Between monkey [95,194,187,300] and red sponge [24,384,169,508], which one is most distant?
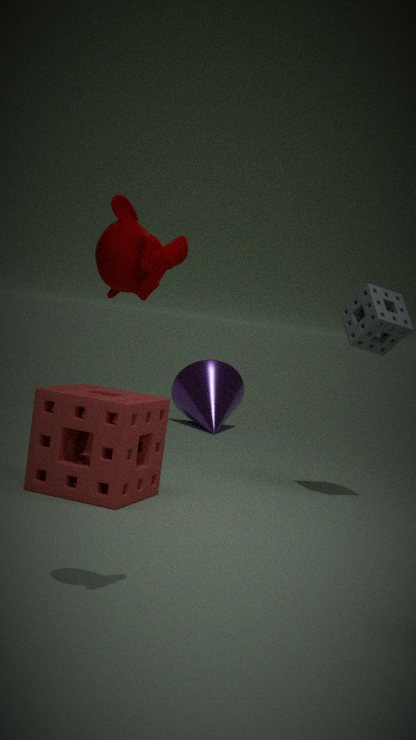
red sponge [24,384,169,508]
